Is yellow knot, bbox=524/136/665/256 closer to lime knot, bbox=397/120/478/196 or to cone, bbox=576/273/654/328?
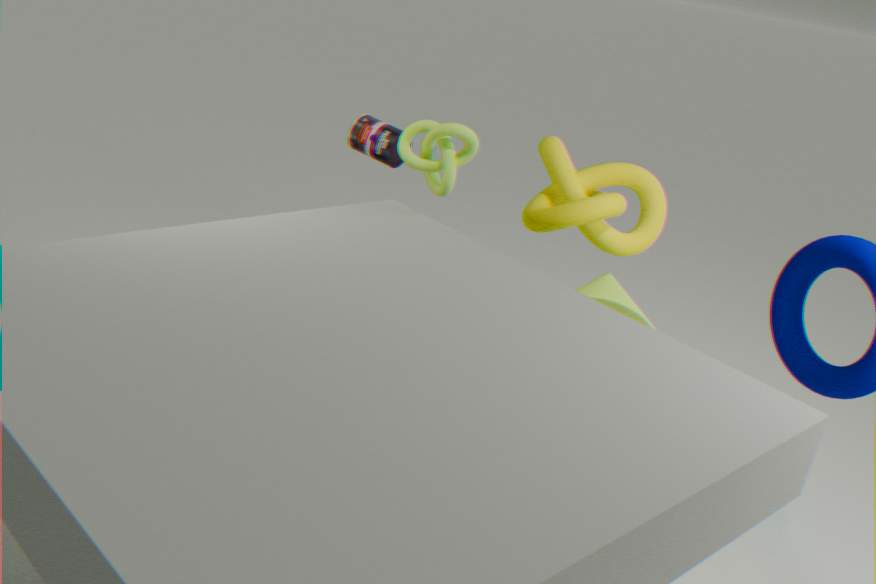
cone, bbox=576/273/654/328
